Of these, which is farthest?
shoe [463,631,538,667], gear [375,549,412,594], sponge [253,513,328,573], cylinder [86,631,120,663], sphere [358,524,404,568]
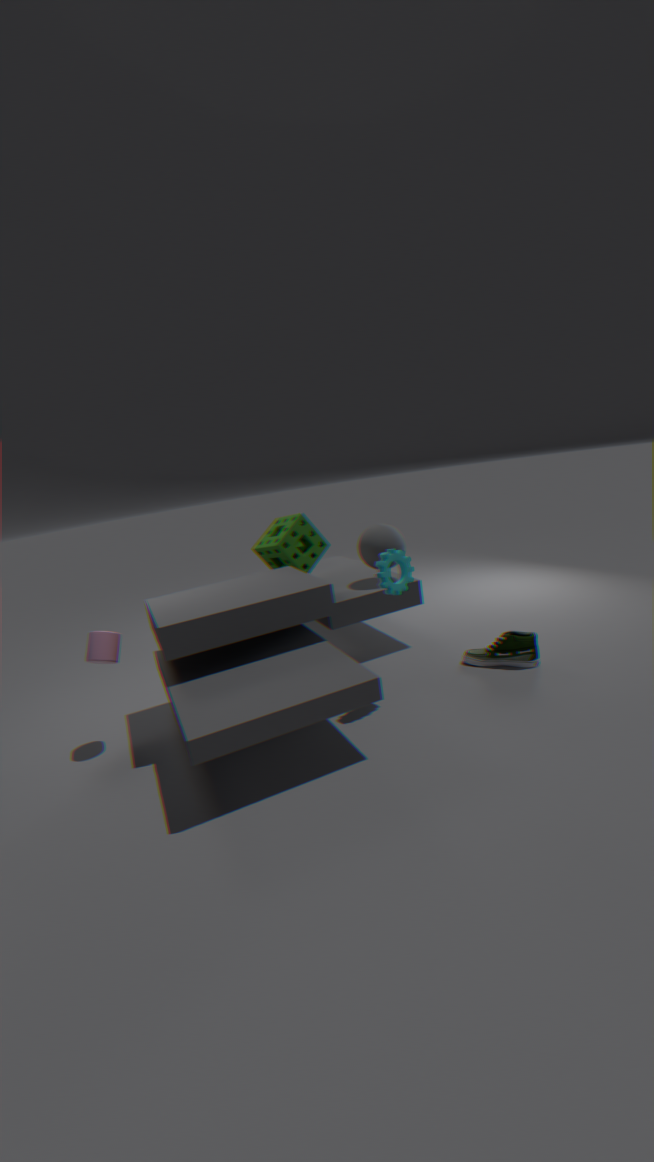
sponge [253,513,328,573]
